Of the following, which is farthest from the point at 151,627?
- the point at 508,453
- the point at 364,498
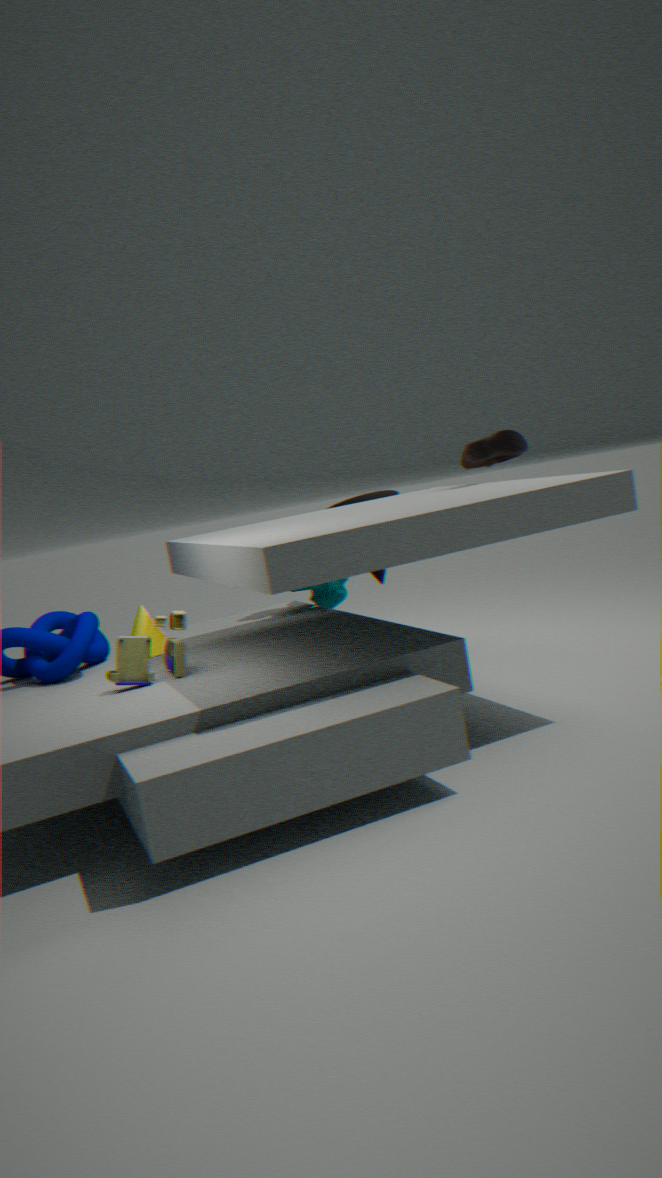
the point at 508,453
